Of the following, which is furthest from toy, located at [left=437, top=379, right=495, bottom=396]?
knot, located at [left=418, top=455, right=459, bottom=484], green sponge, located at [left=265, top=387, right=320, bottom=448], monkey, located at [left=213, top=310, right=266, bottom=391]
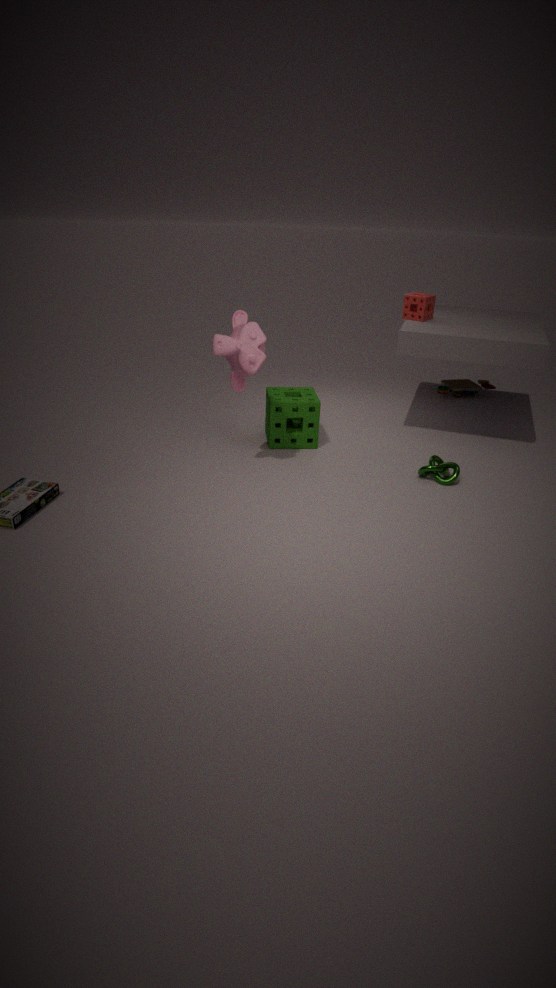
monkey, located at [left=213, top=310, right=266, bottom=391]
